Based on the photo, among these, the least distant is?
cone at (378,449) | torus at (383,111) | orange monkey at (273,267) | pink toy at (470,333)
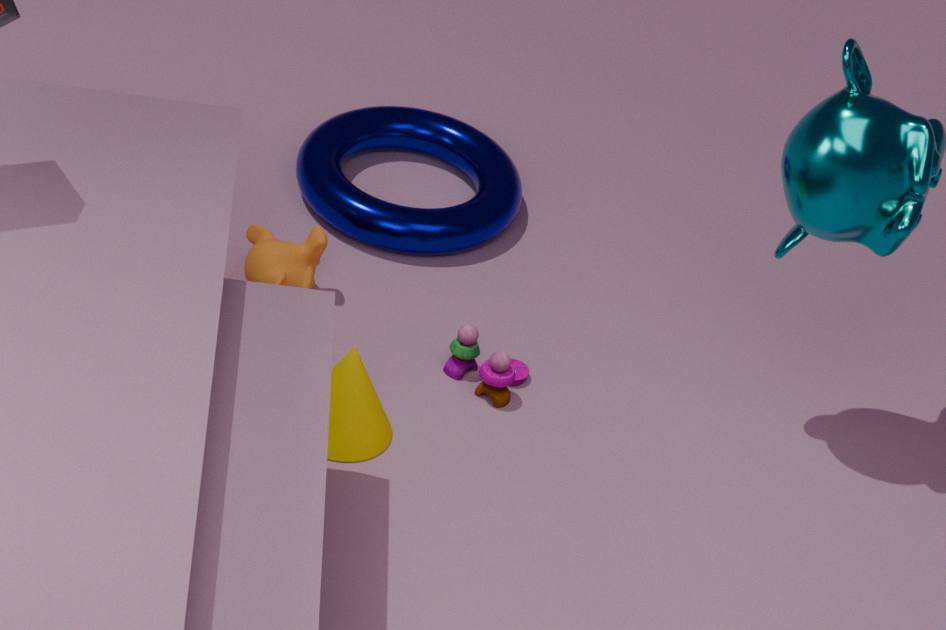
cone at (378,449)
